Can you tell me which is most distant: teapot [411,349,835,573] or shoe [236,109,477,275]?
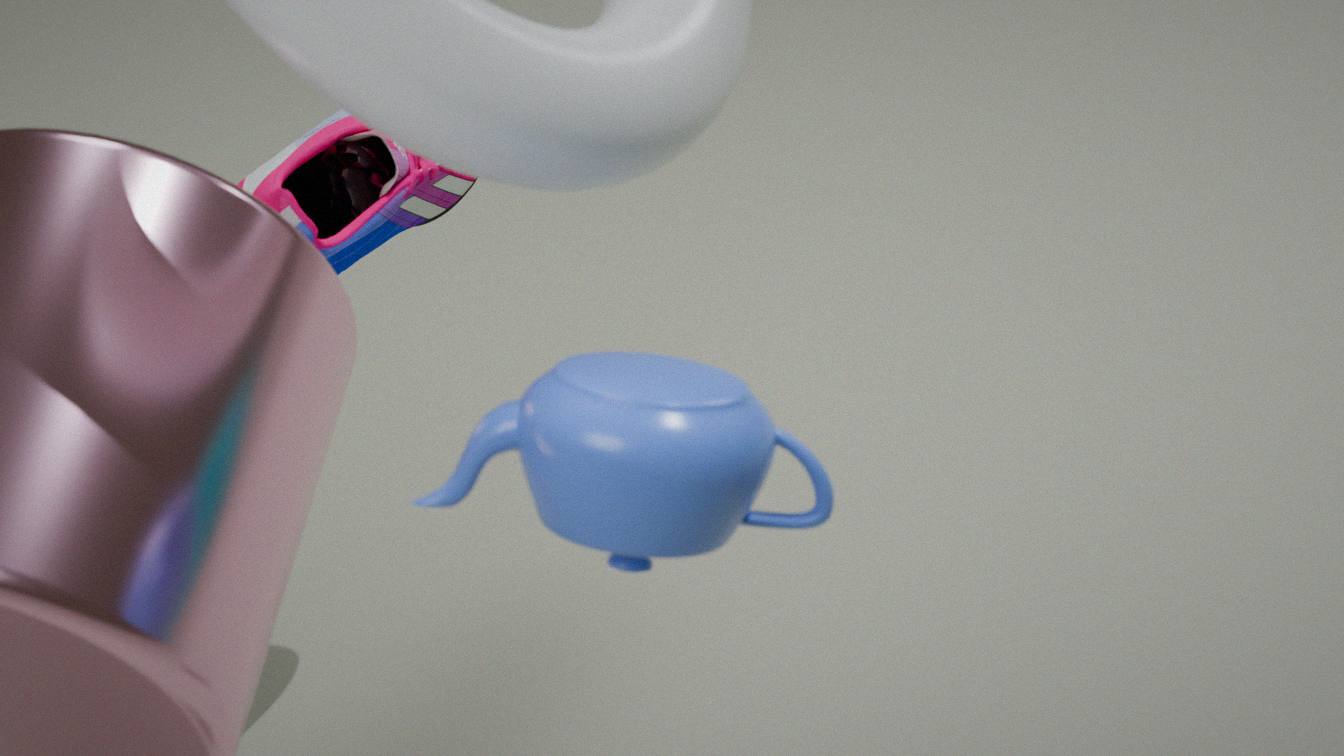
shoe [236,109,477,275]
